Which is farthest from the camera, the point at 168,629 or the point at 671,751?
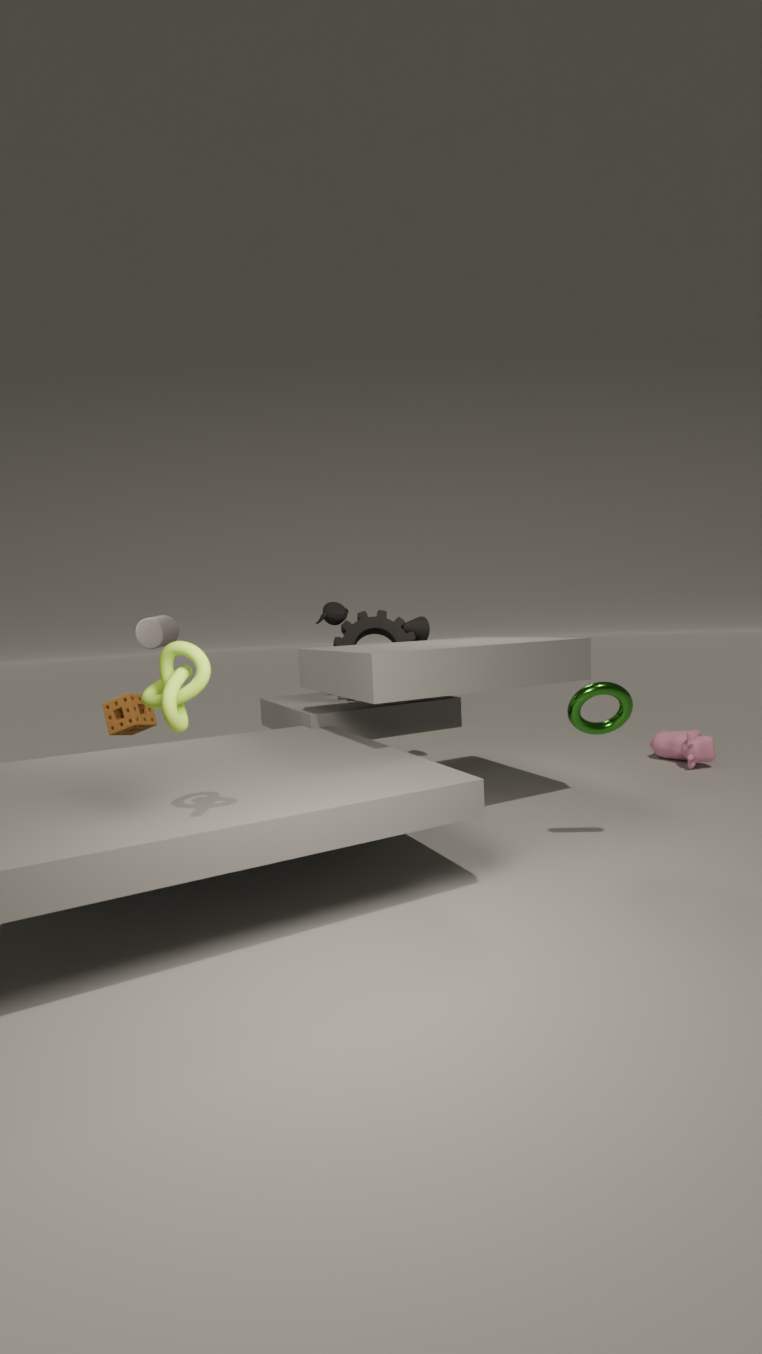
the point at 671,751
